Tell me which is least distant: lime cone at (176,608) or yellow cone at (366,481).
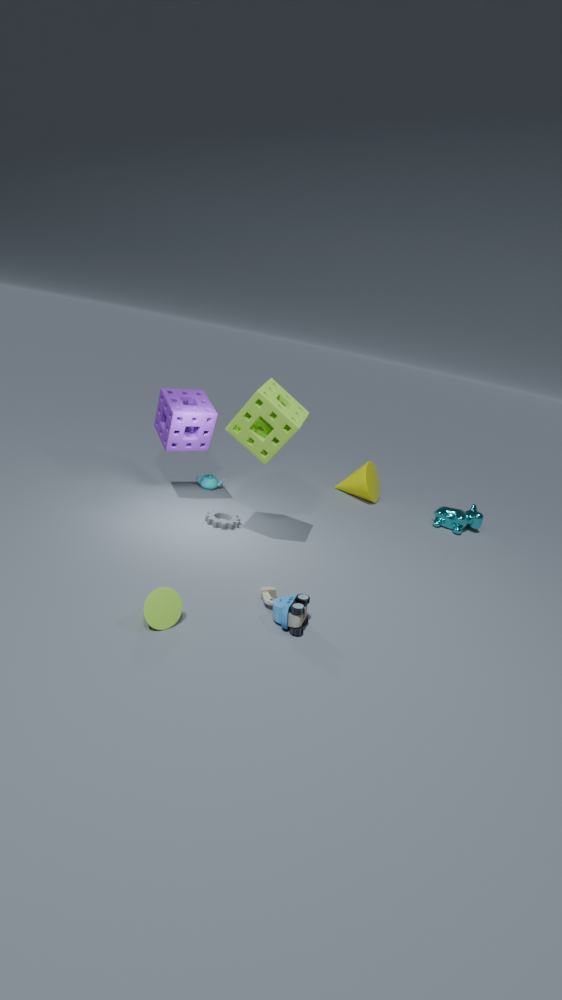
lime cone at (176,608)
